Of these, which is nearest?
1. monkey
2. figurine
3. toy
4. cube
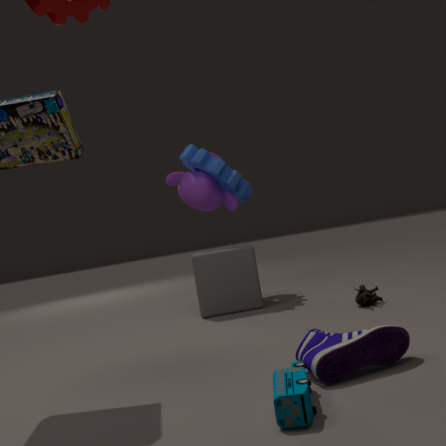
toy
